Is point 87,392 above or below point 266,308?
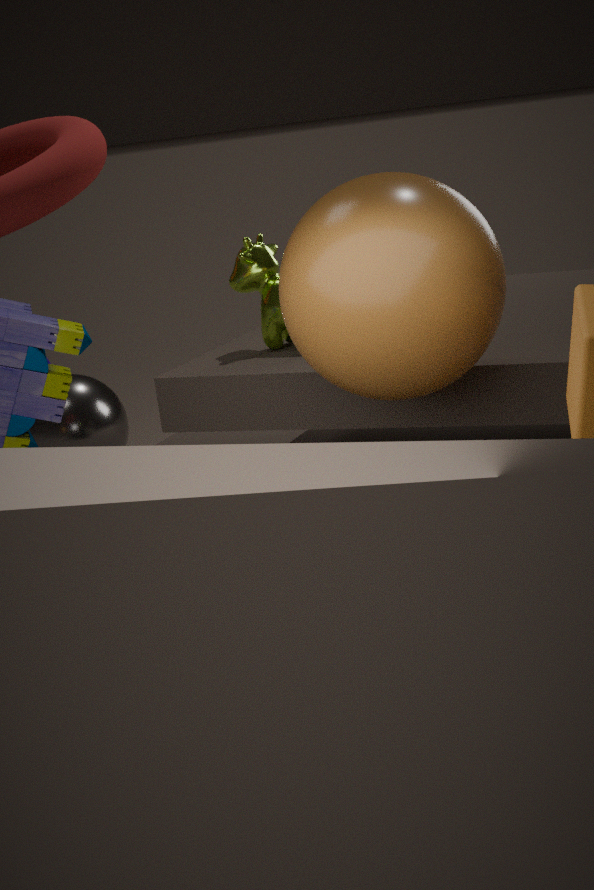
below
